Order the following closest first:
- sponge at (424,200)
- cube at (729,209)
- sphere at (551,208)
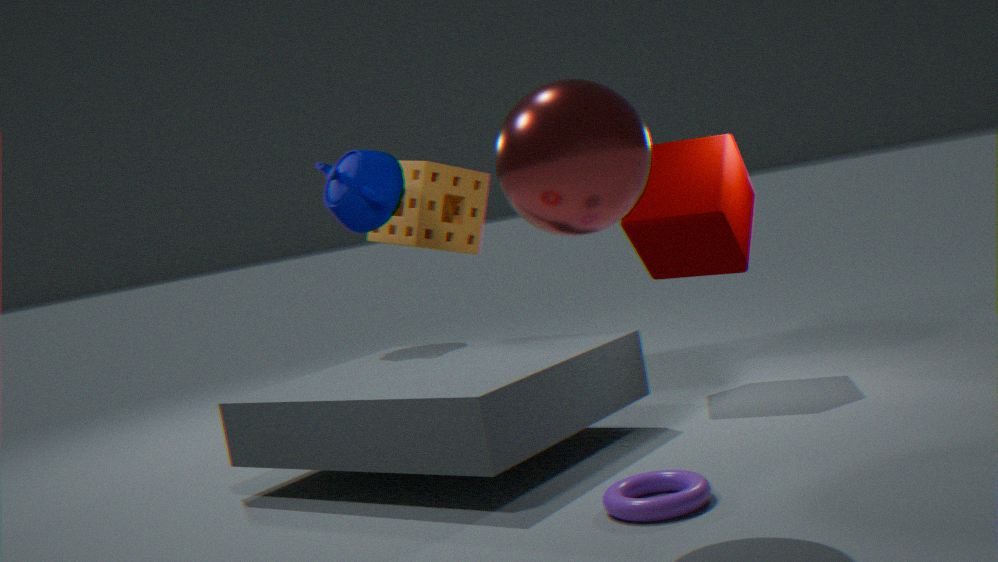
1. sphere at (551,208)
2. cube at (729,209)
3. sponge at (424,200)
